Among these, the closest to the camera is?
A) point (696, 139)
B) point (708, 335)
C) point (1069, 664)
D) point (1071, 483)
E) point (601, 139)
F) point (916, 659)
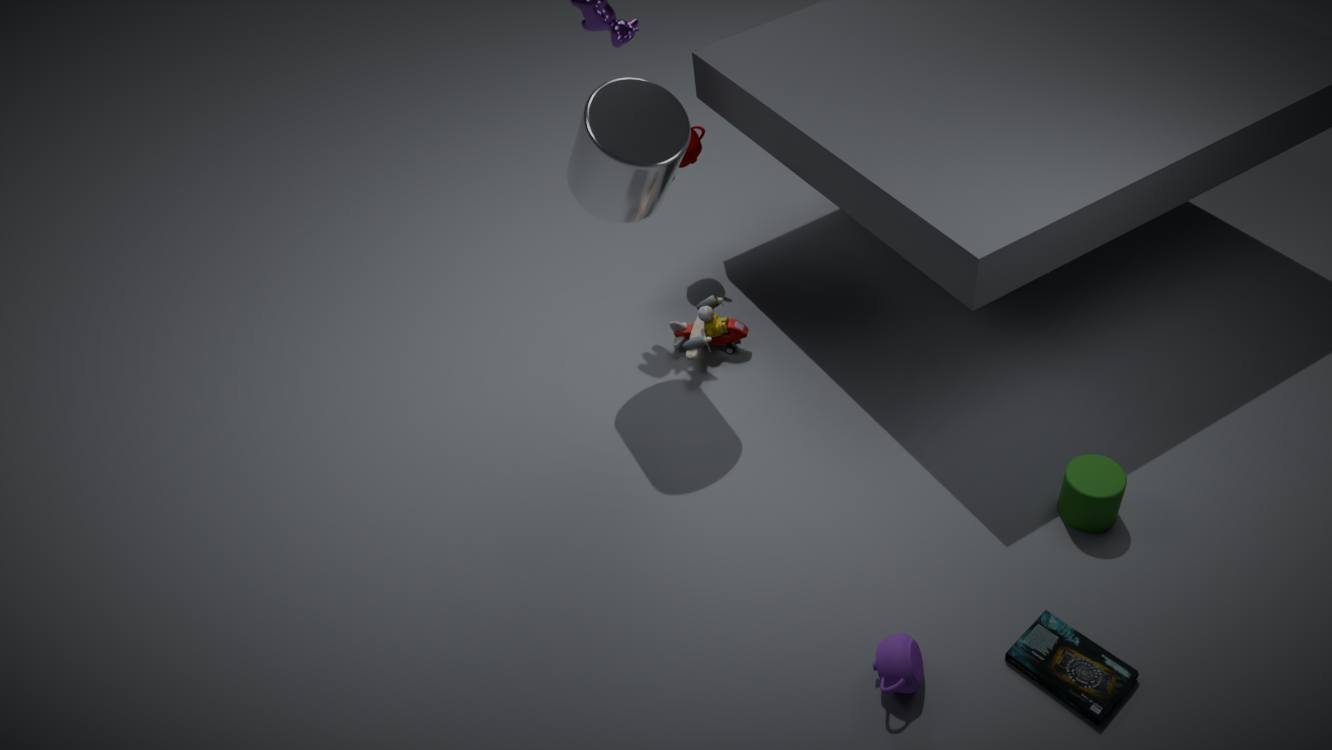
point (916, 659)
